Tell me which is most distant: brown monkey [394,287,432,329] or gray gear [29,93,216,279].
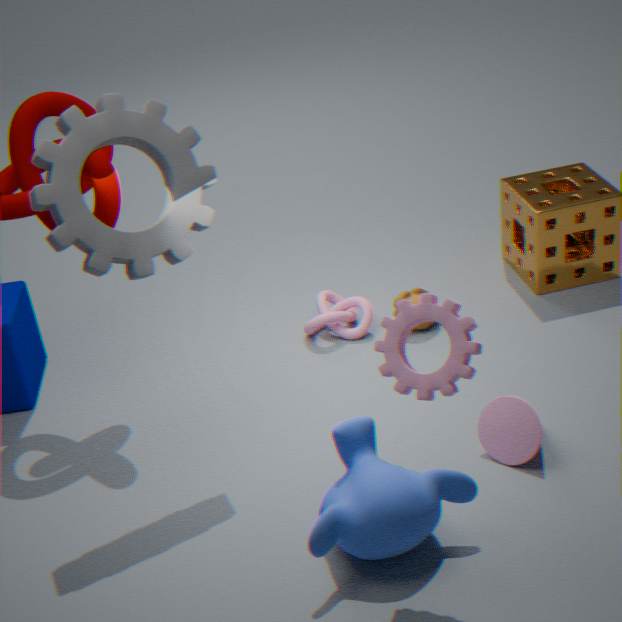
brown monkey [394,287,432,329]
